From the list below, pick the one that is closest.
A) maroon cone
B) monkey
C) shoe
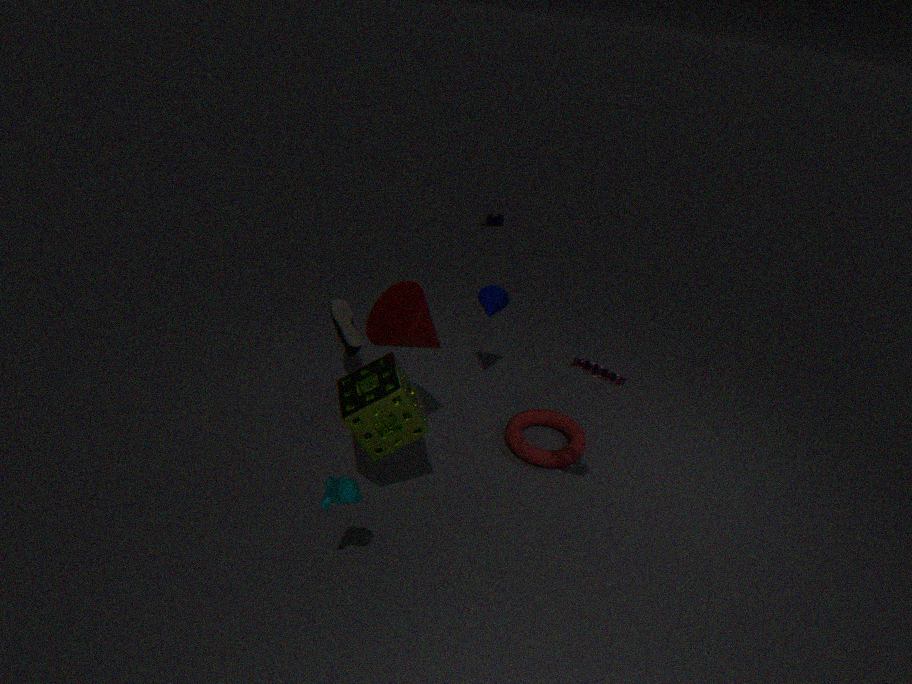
monkey
